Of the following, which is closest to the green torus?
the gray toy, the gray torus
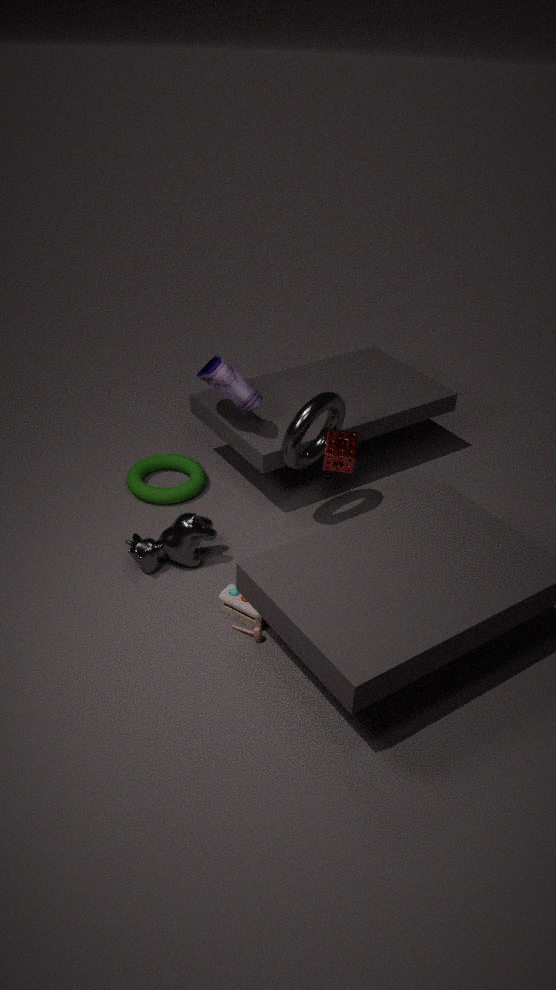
the gray torus
